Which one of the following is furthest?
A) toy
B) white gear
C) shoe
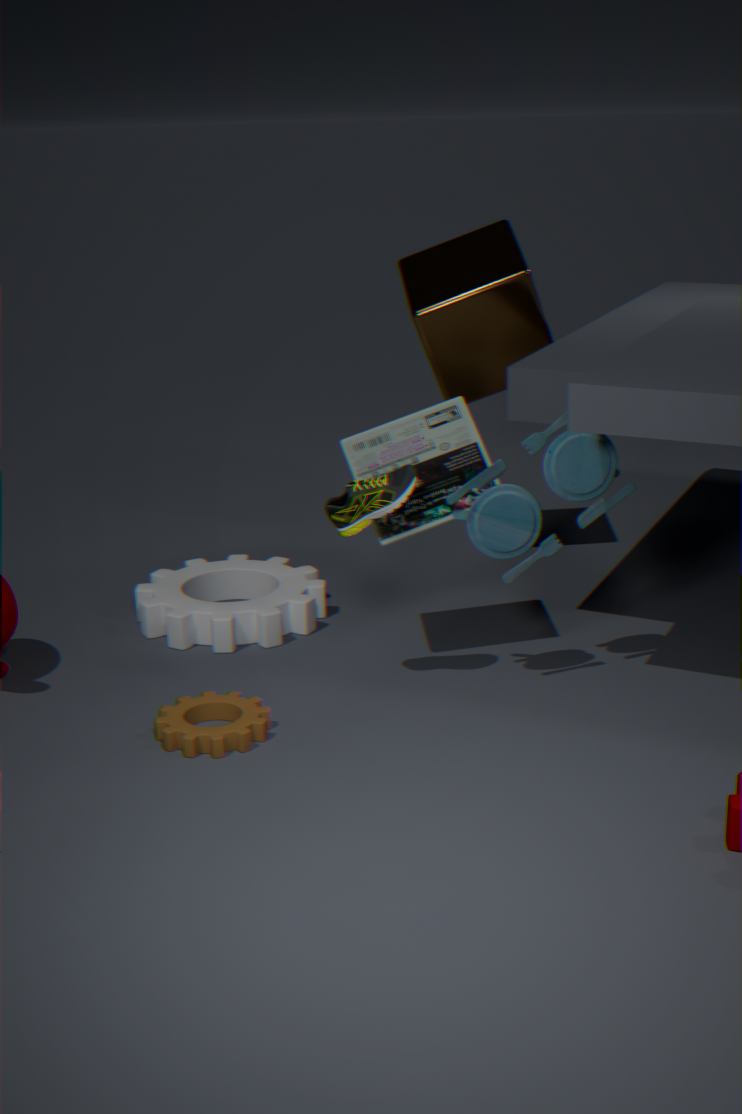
white gear
